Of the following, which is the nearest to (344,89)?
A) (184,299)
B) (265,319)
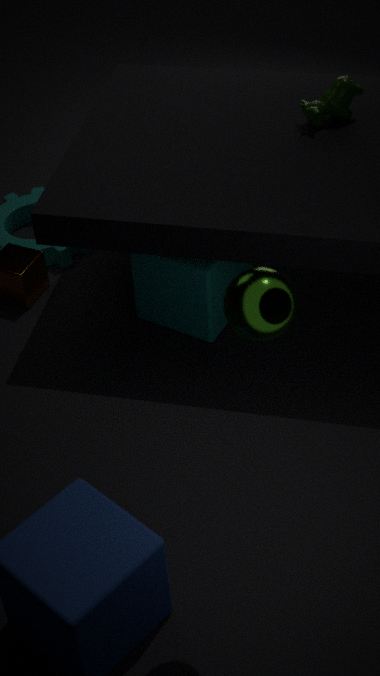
(184,299)
